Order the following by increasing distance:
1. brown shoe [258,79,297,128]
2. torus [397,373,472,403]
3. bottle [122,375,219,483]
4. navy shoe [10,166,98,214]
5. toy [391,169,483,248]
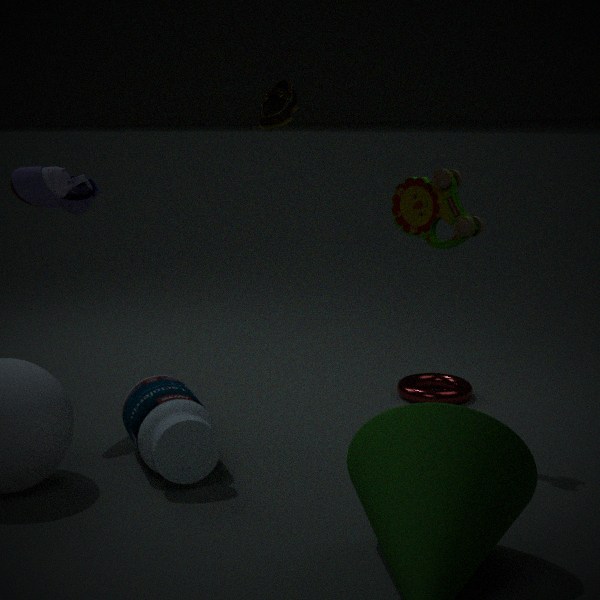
bottle [122,375,219,483]
toy [391,169,483,248]
navy shoe [10,166,98,214]
brown shoe [258,79,297,128]
torus [397,373,472,403]
